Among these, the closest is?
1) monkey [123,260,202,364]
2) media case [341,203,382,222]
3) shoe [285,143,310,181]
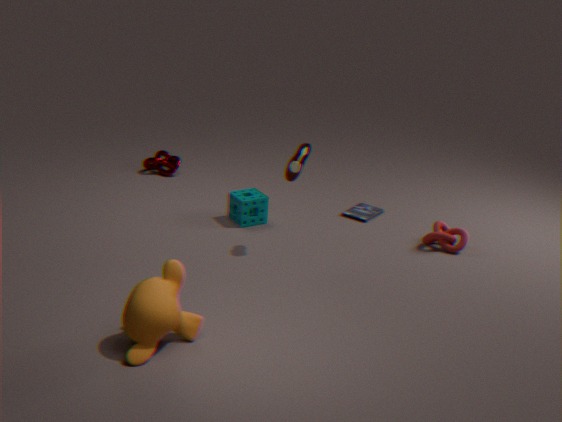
1. monkey [123,260,202,364]
